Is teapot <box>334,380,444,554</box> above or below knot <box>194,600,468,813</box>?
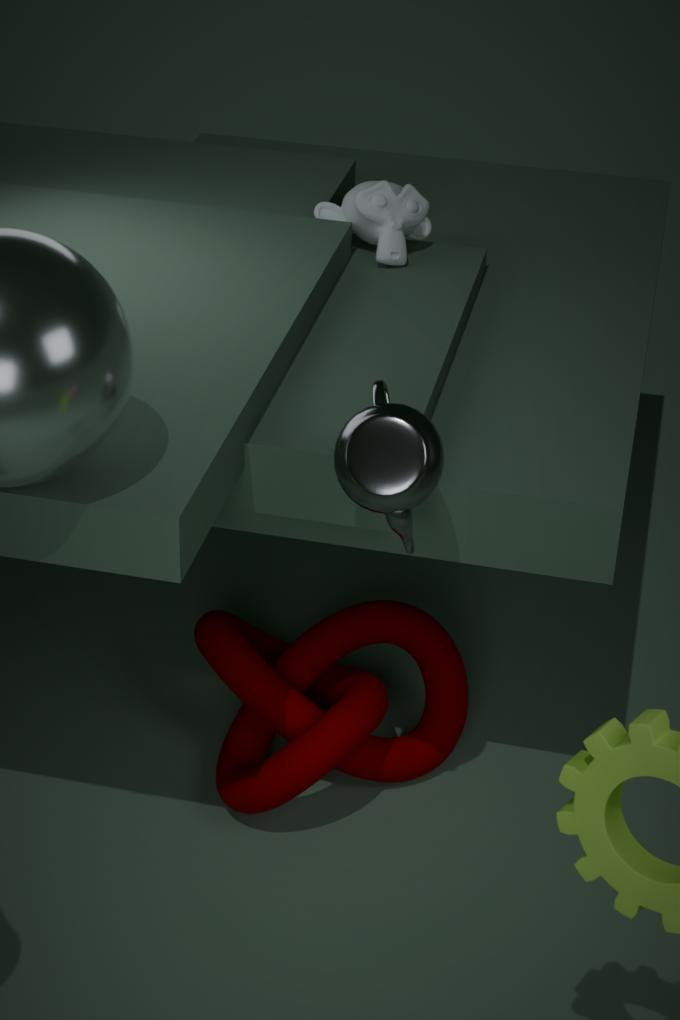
above
